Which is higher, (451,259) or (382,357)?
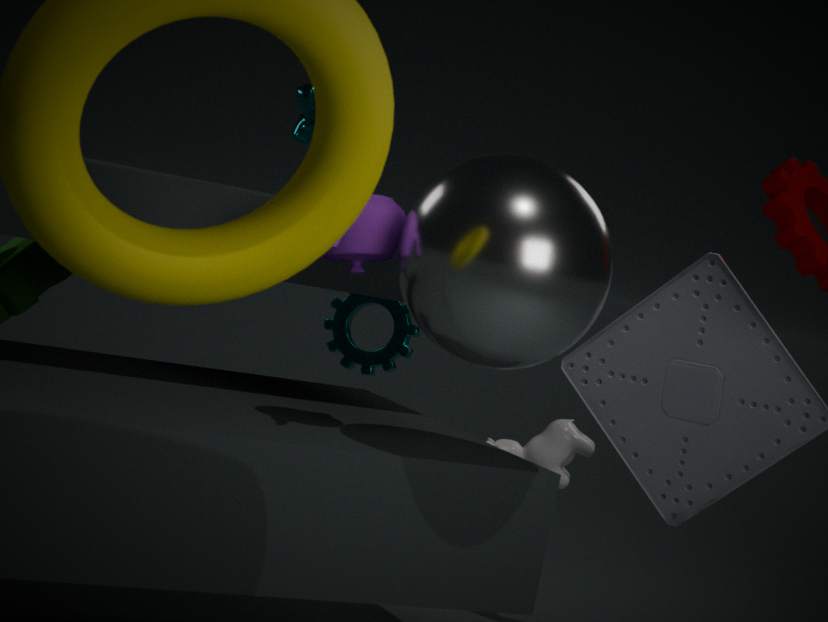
(451,259)
